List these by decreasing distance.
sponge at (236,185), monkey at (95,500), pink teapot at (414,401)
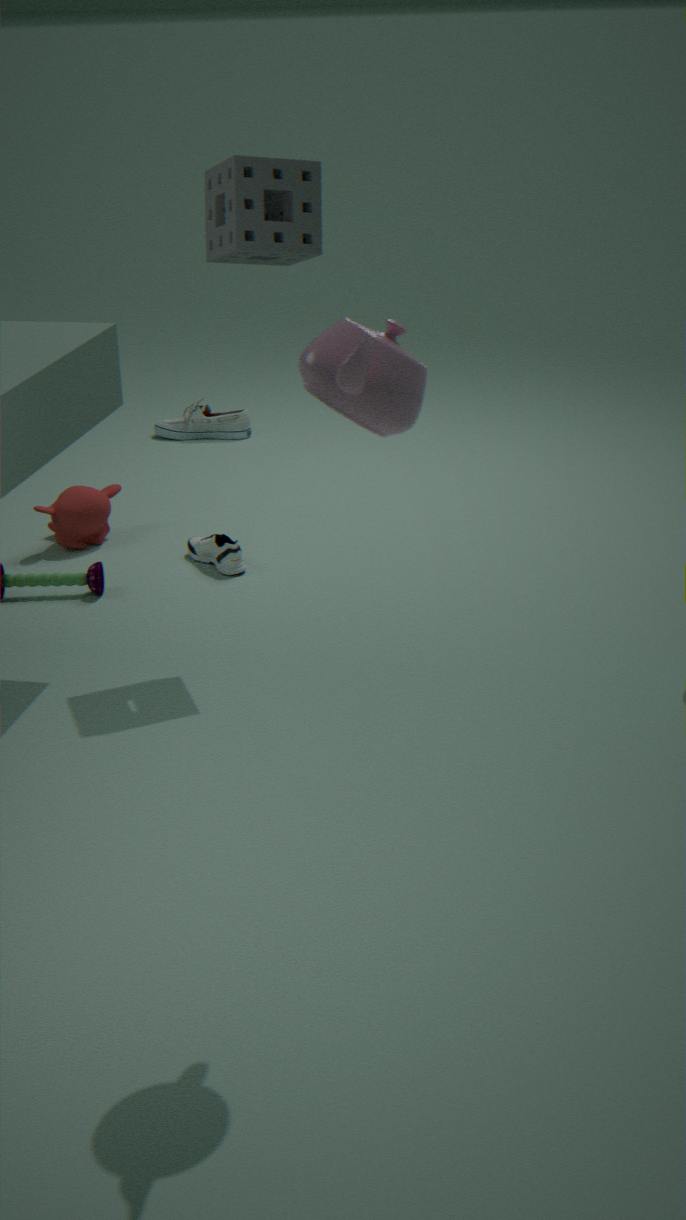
monkey at (95,500) < sponge at (236,185) < pink teapot at (414,401)
